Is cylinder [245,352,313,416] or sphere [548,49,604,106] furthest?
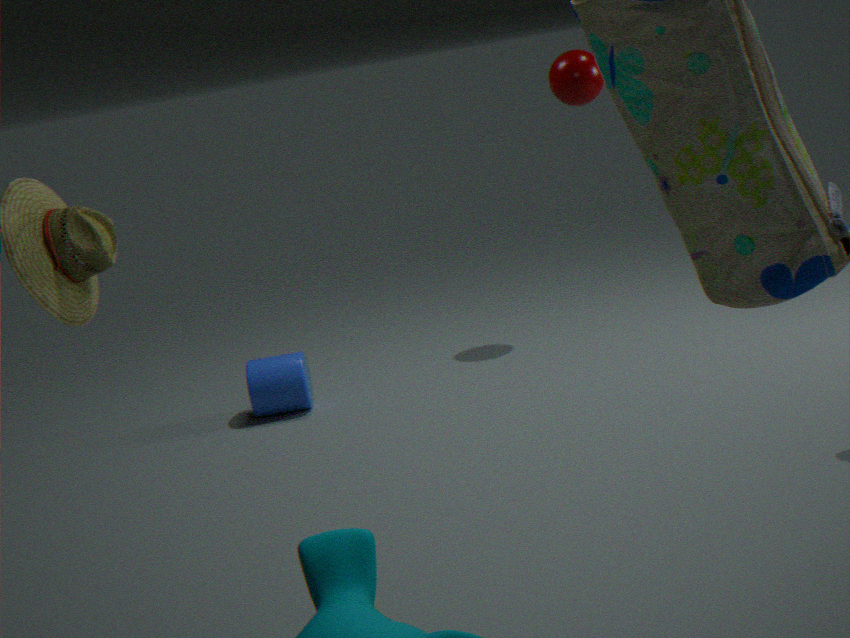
sphere [548,49,604,106]
